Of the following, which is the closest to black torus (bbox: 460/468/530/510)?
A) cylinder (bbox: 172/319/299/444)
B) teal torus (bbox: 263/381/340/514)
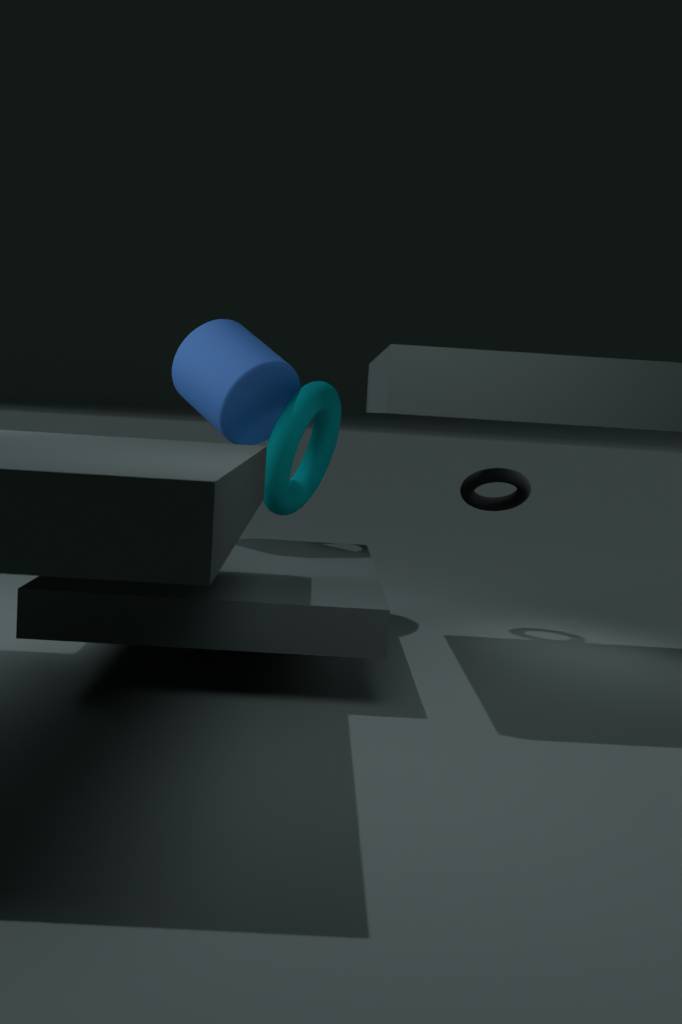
teal torus (bbox: 263/381/340/514)
